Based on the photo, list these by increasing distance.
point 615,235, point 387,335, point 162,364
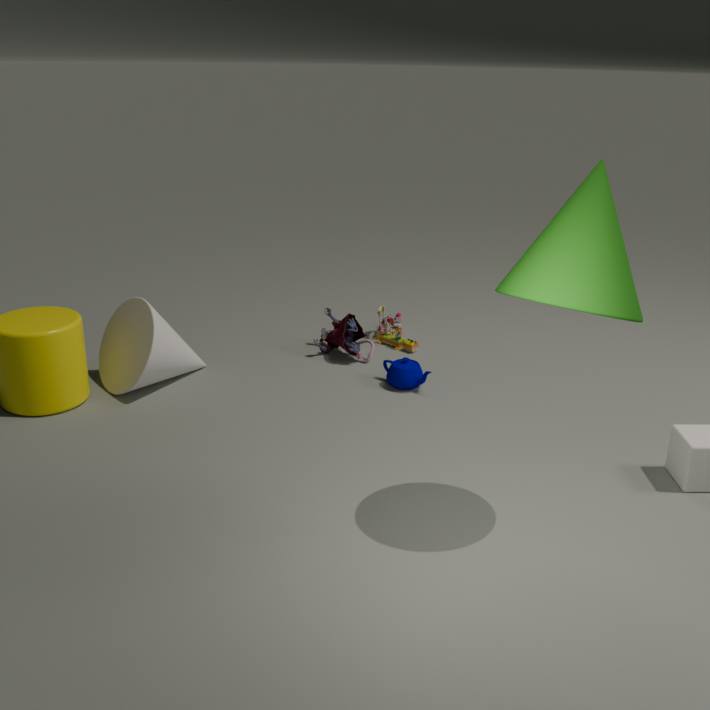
point 615,235 → point 162,364 → point 387,335
